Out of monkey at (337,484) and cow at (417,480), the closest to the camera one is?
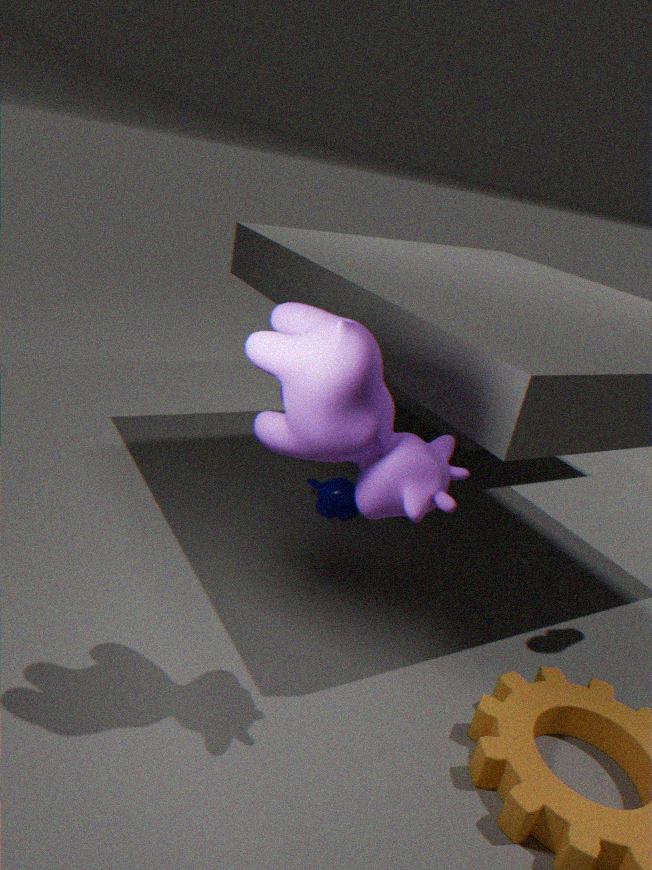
cow at (417,480)
